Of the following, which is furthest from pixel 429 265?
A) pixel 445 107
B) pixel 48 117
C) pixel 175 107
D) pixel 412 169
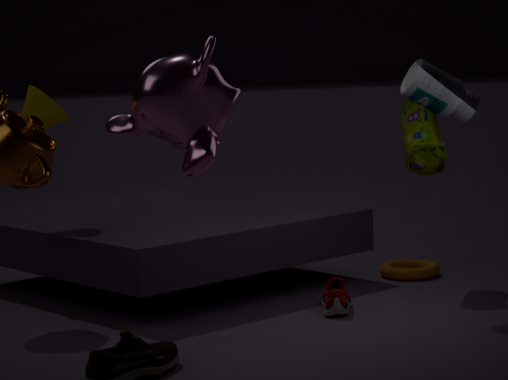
pixel 175 107
